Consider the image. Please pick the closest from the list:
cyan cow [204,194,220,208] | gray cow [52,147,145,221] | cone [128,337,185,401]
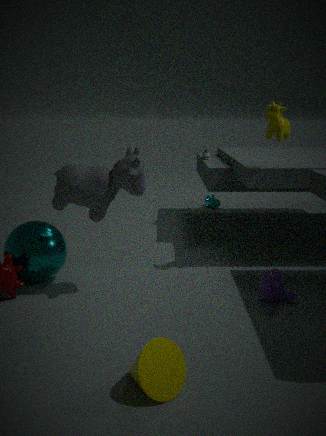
cone [128,337,185,401]
